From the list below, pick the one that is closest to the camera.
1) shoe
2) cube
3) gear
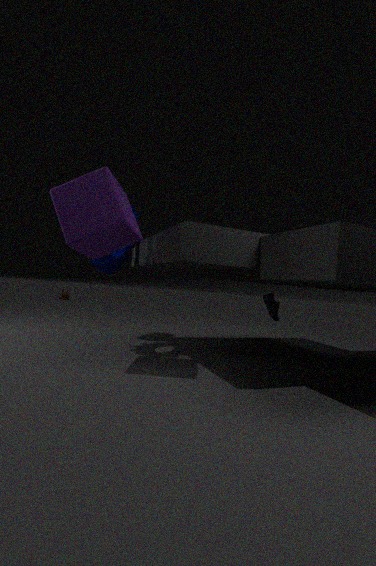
2. cube
